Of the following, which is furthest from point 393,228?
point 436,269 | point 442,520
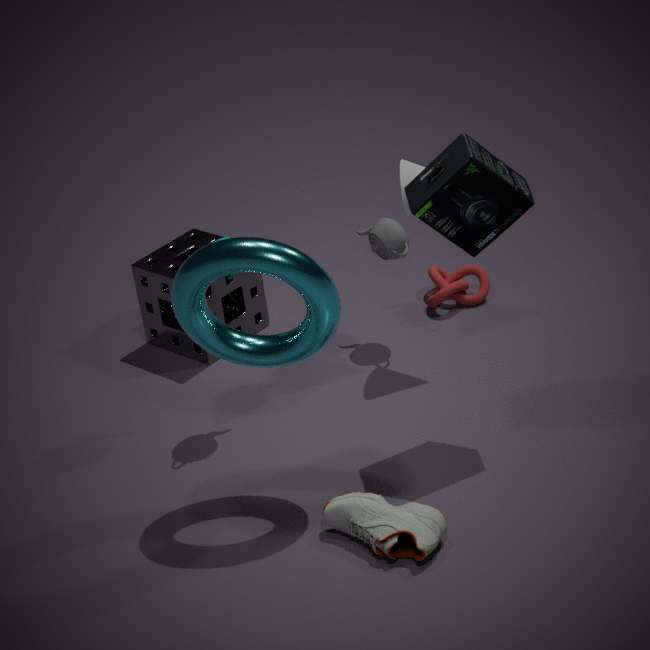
point 442,520
